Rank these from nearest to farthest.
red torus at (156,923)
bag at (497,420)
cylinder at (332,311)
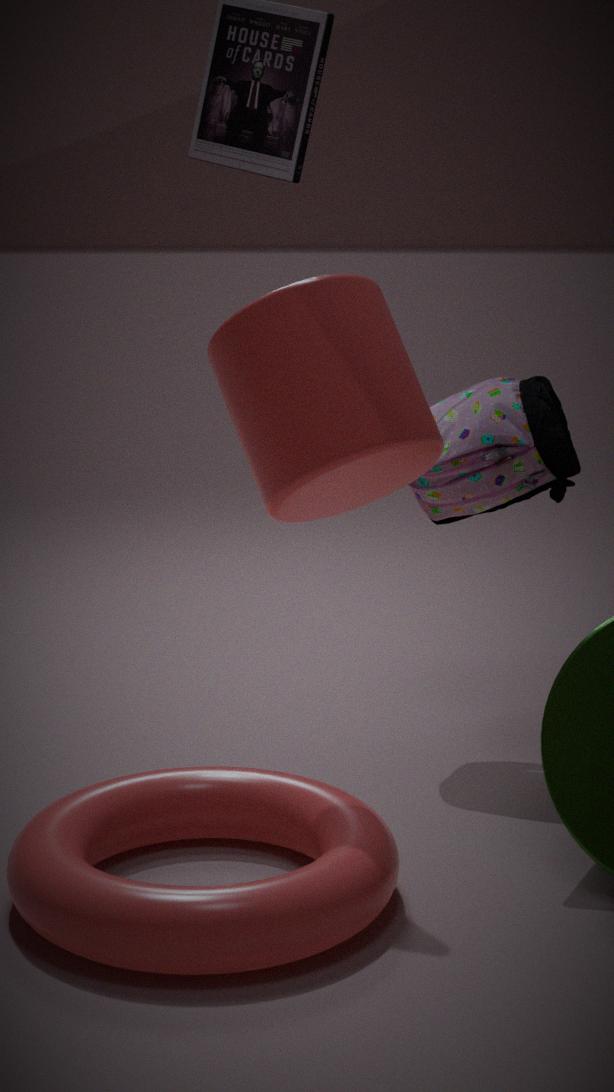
cylinder at (332,311)
red torus at (156,923)
bag at (497,420)
